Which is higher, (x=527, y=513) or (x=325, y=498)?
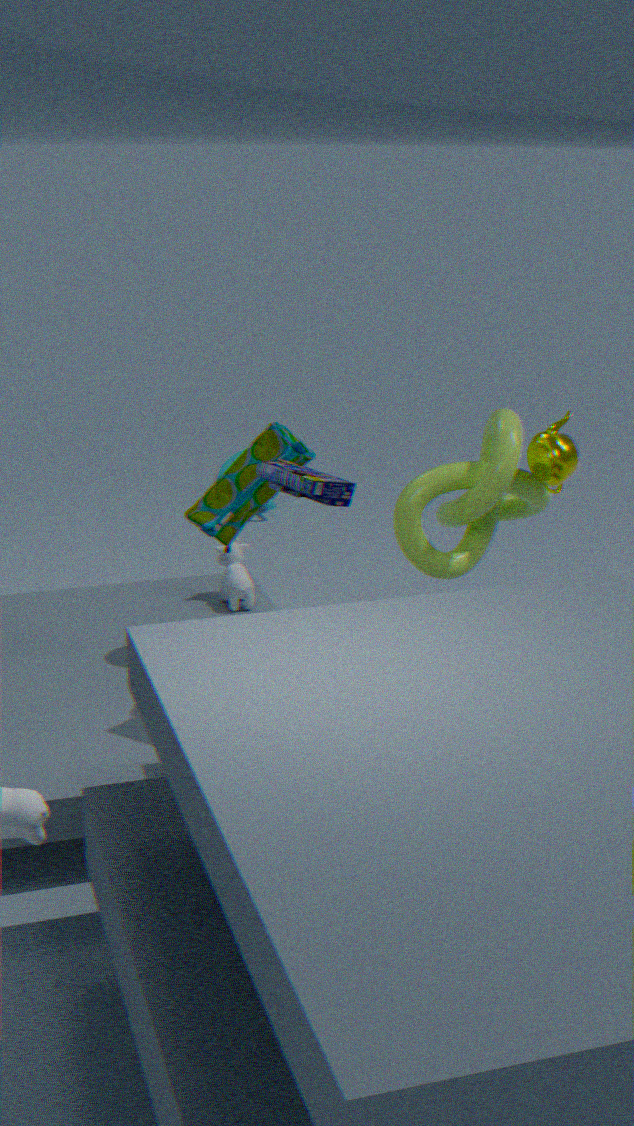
(x=325, y=498)
